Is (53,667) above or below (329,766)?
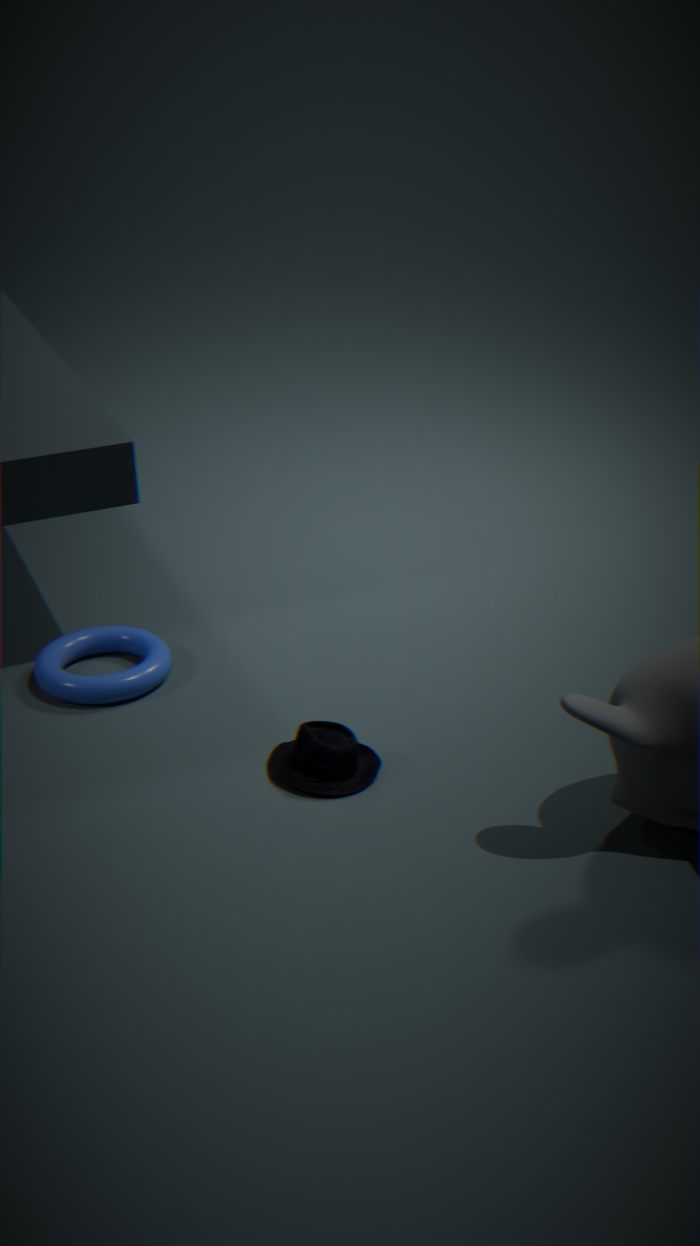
below
